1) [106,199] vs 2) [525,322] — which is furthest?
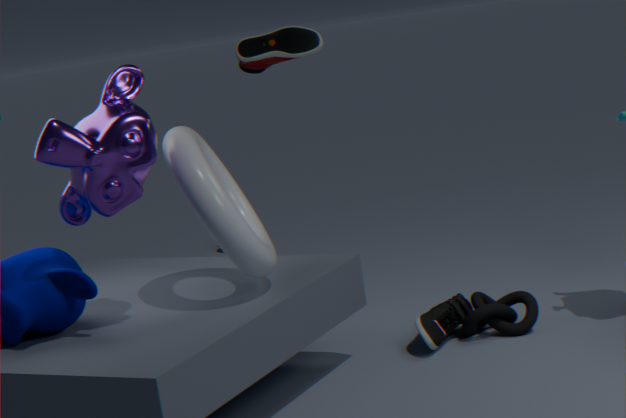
2. [525,322]
